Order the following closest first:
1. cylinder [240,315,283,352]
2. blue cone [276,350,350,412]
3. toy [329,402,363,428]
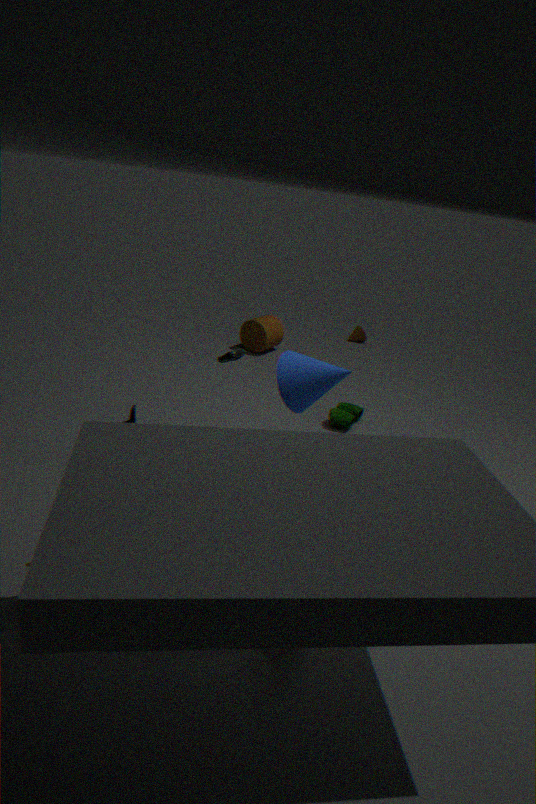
blue cone [276,350,350,412] → toy [329,402,363,428] → cylinder [240,315,283,352]
